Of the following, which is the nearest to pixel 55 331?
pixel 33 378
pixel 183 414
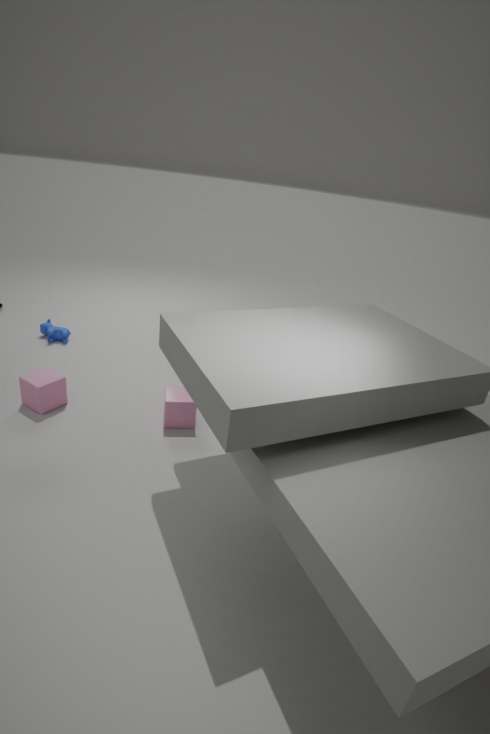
pixel 33 378
